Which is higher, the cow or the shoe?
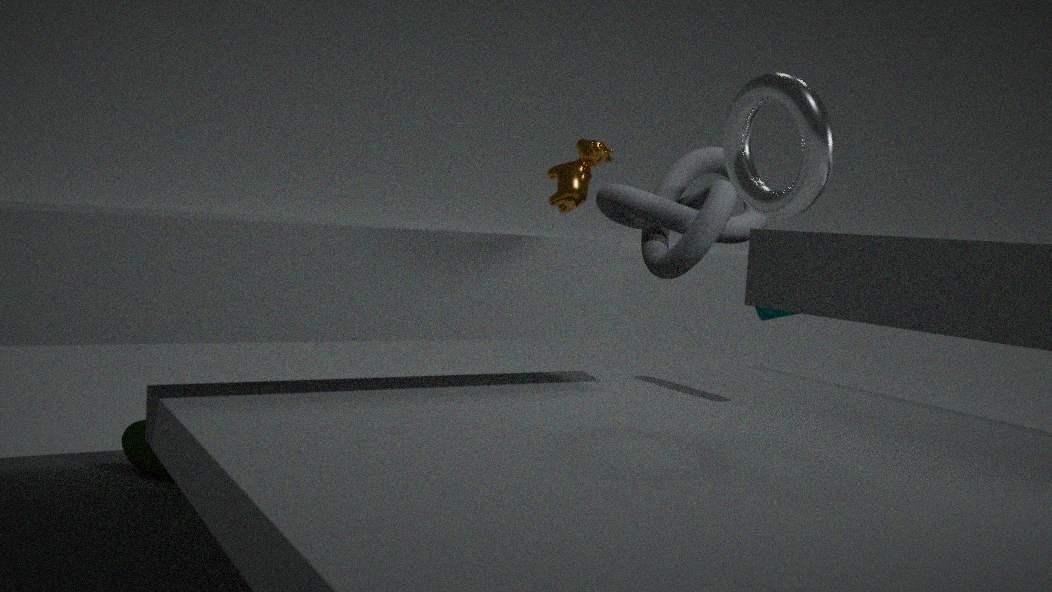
the cow
